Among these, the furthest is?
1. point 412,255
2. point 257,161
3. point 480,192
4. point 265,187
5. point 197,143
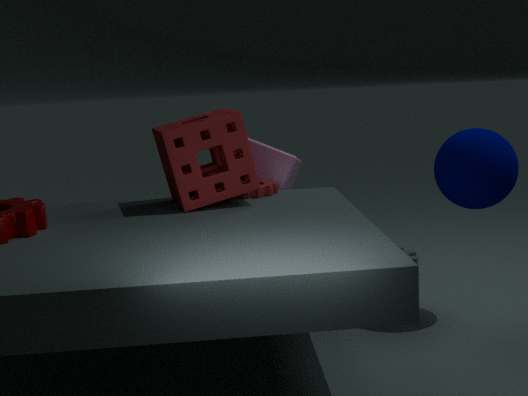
point 412,255
